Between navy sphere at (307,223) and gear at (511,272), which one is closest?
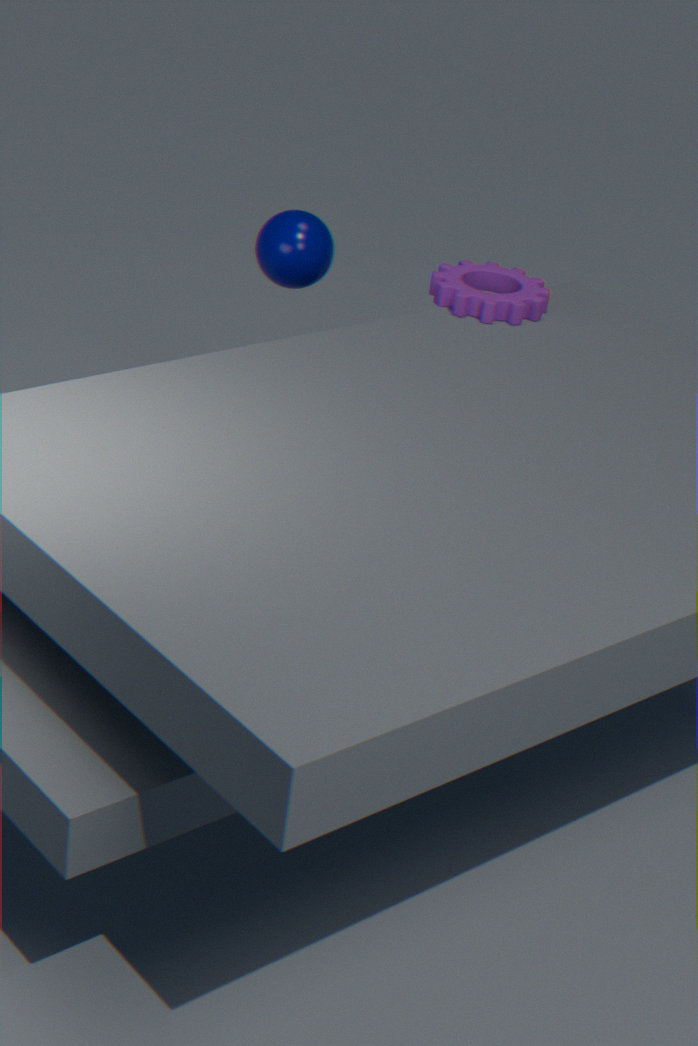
gear at (511,272)
